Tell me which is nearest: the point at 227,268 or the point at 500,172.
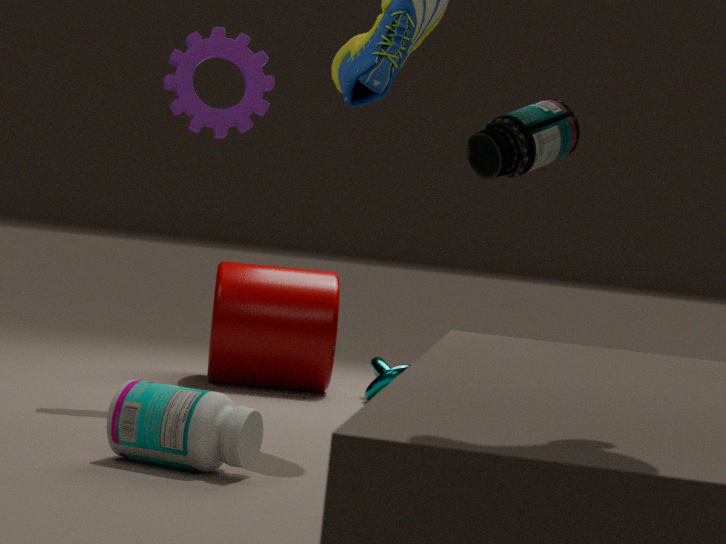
the point at 500,172
